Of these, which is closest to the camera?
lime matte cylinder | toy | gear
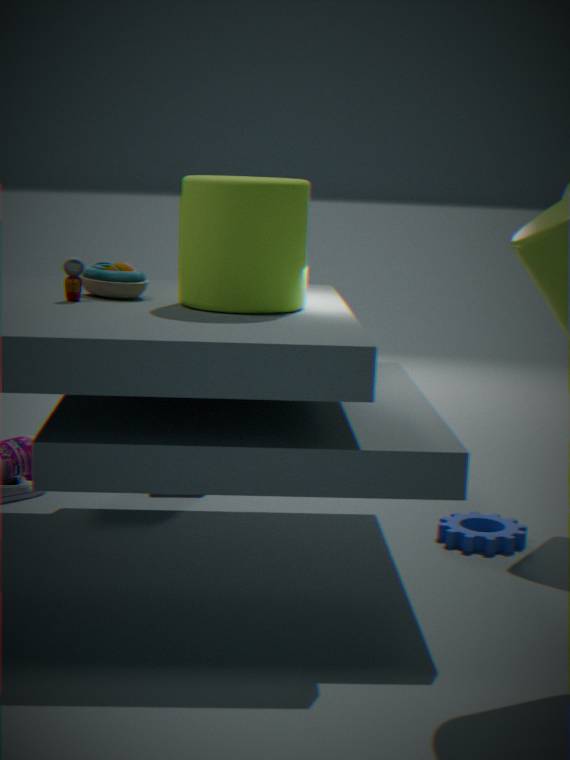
lime matte cylinder
